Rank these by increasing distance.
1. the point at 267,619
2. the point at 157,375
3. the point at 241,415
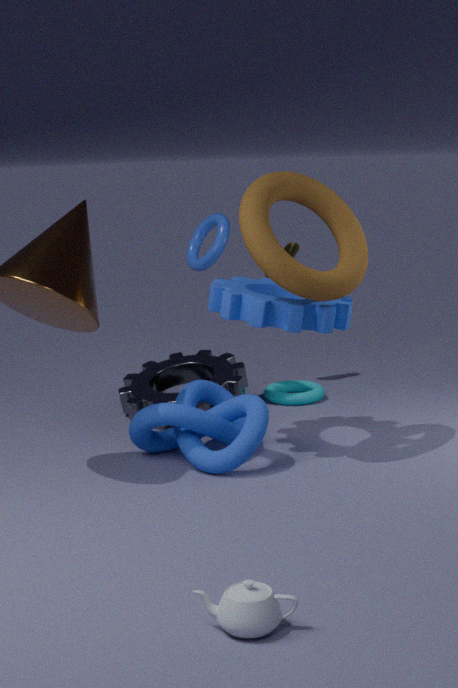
the point at 267,619 → the point at 241,415 → the point at 157,375
